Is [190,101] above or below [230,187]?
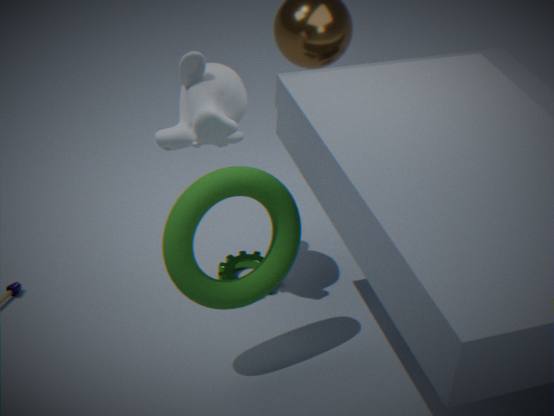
above
